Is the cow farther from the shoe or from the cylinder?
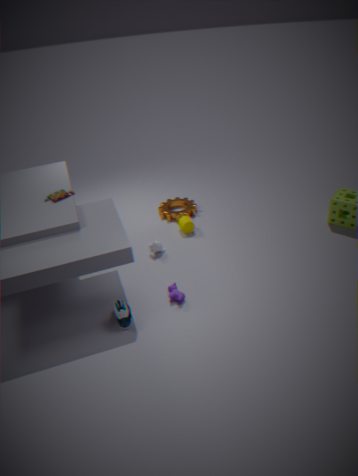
the cylinder
